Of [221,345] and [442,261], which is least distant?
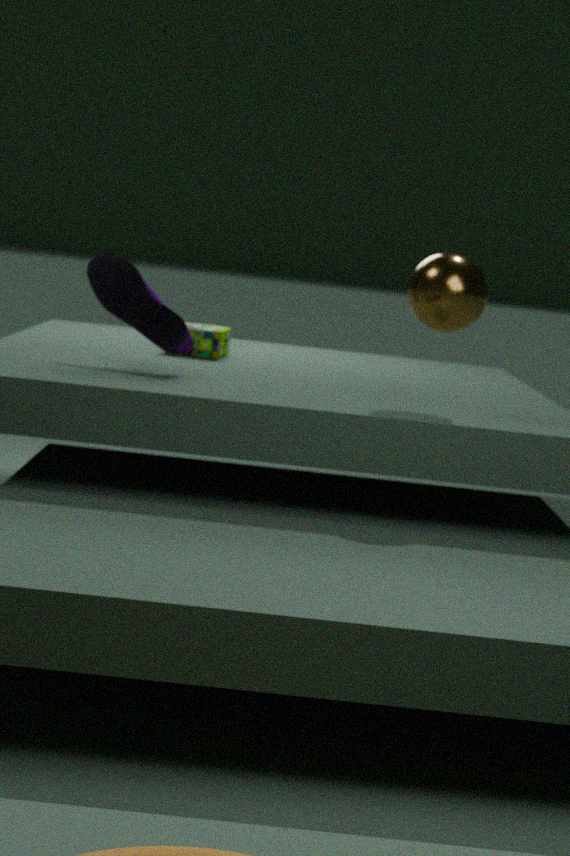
[442,261]
